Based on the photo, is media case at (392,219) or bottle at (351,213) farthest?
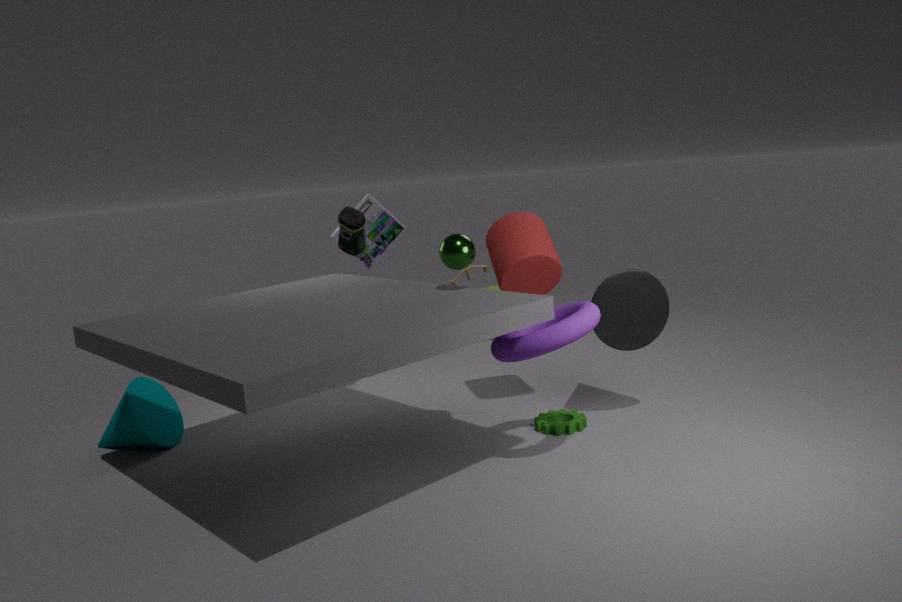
media case at (392,219)
